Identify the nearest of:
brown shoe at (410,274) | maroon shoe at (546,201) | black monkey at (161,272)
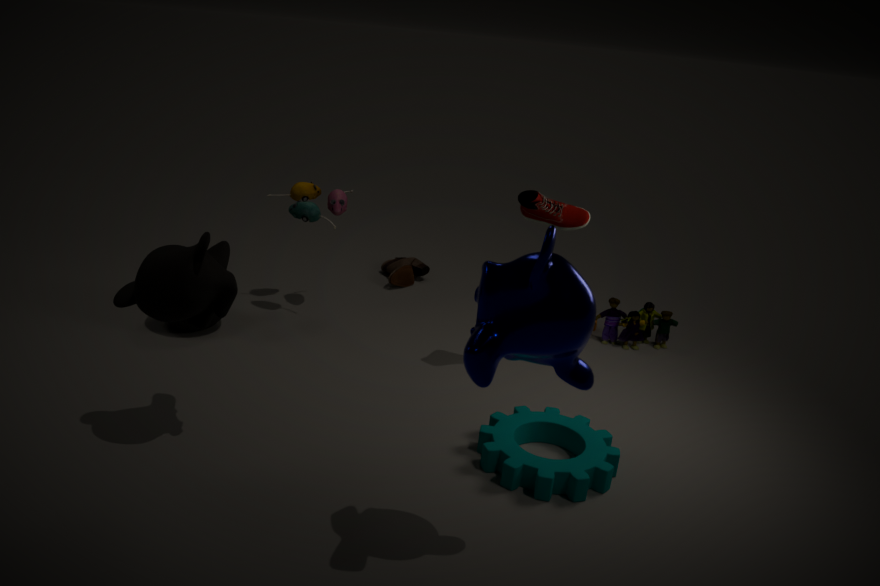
black monkey at (161,272)
